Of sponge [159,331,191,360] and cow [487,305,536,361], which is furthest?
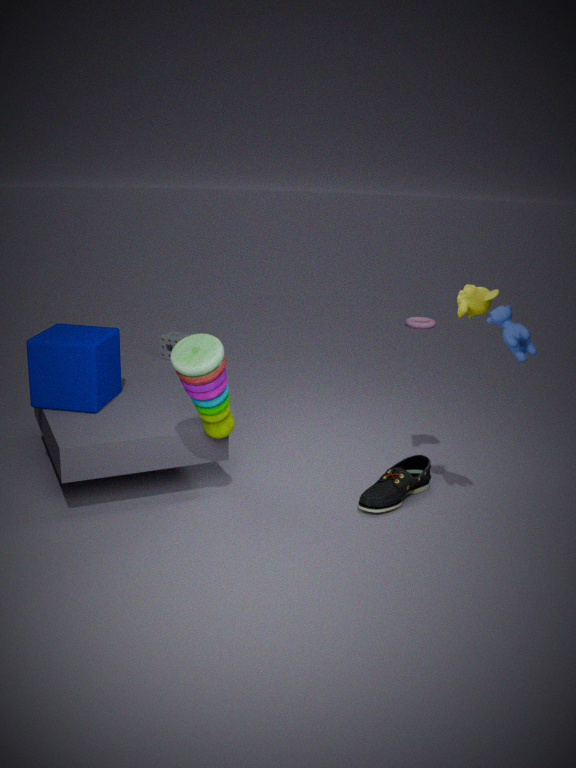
sponge [159,331,191,360]
